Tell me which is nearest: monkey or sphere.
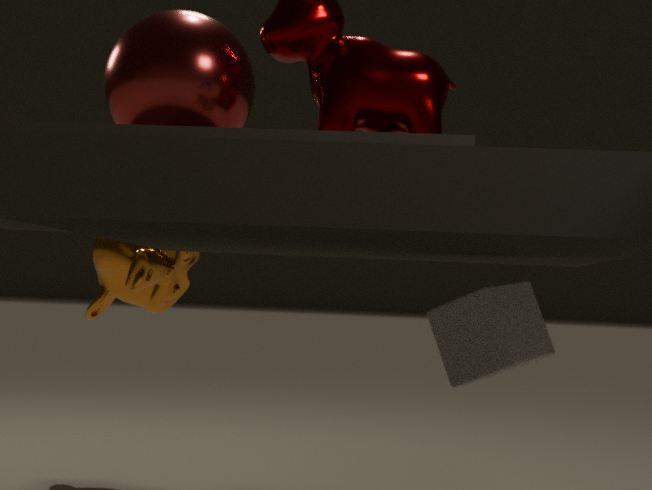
sphere
